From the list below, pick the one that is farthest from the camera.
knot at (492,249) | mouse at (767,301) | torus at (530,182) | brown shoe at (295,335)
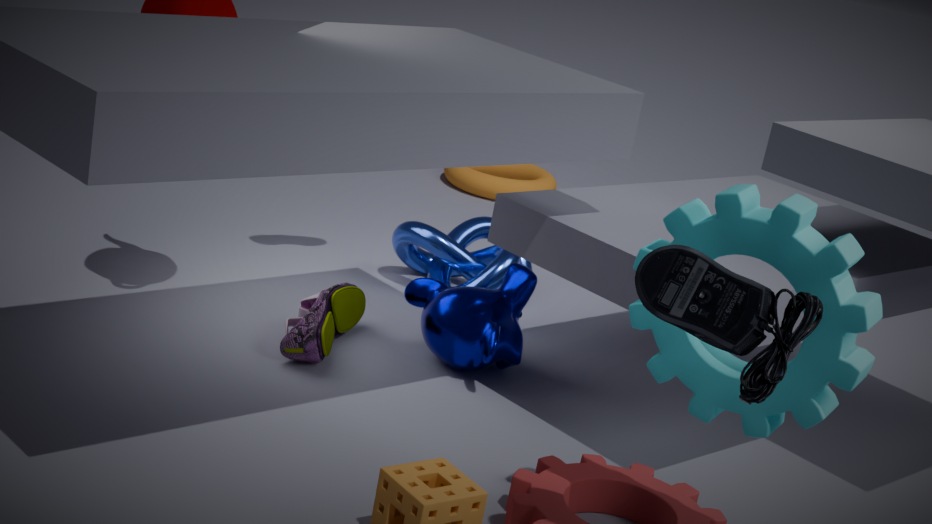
torus at (530,182)
